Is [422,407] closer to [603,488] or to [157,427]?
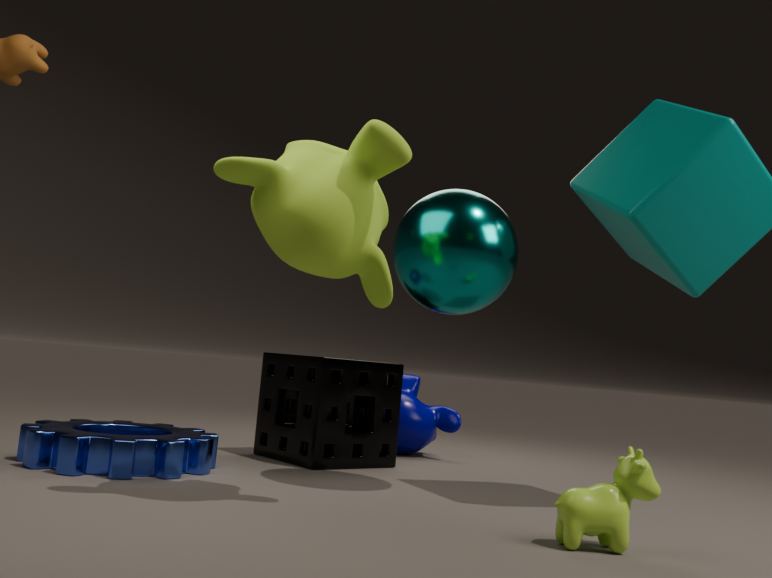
[157,427]
